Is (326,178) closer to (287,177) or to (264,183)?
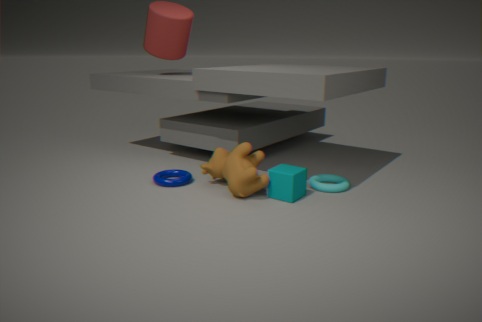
(287,177)
